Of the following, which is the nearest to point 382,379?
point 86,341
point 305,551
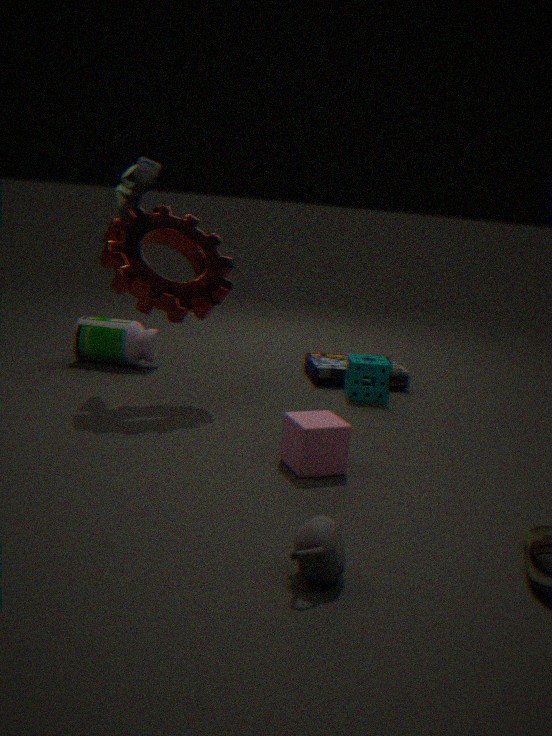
point 86,341
